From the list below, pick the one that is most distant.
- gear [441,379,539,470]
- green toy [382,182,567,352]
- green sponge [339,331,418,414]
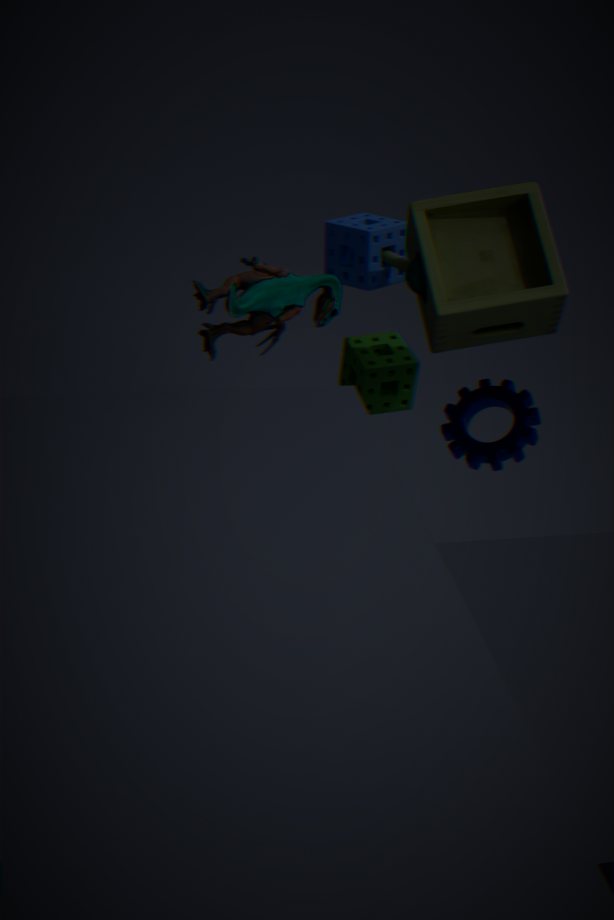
green sponge [339,331,418,414]
